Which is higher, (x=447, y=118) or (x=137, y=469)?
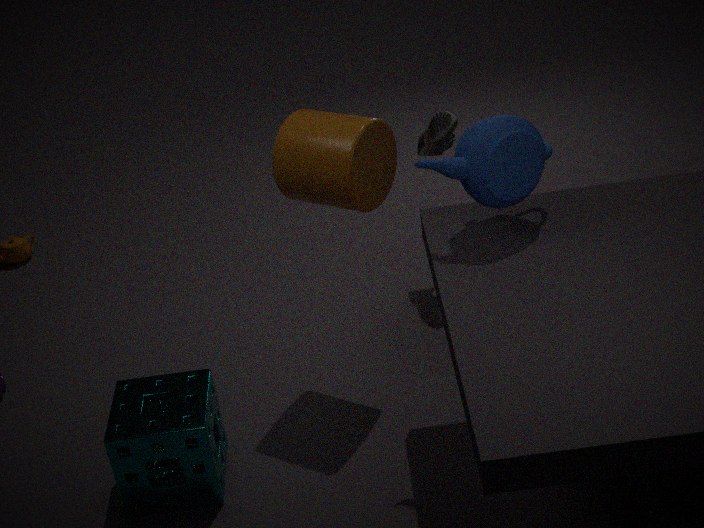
(x=447, y=118)
